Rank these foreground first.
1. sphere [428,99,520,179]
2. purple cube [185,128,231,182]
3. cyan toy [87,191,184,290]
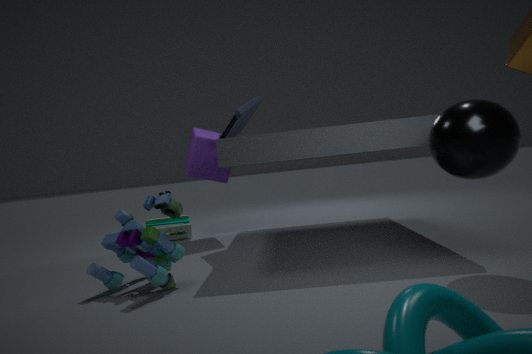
1. sphere [428,99,520,179]
2. cyan toy [87,191,184,290]
3. purple cube [185,128,231,182]
